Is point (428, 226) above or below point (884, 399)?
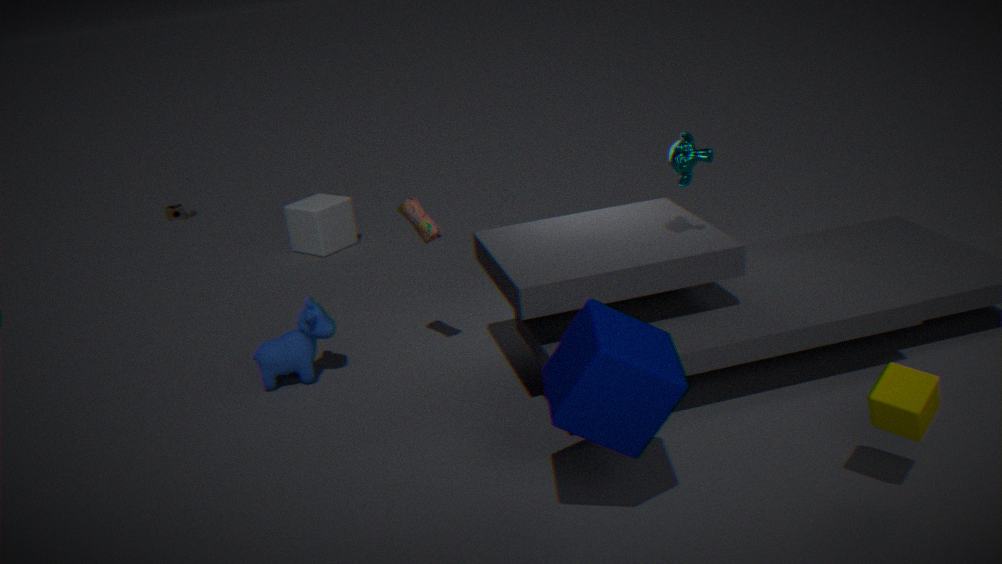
above
